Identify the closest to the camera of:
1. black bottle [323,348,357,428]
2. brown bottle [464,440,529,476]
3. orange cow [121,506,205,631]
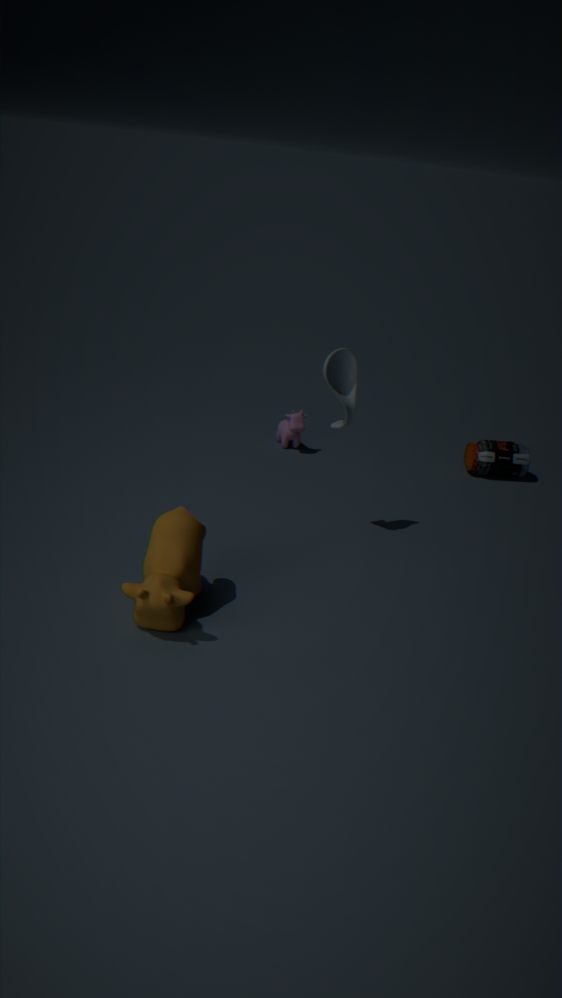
orange cow [121,506,205,631]
